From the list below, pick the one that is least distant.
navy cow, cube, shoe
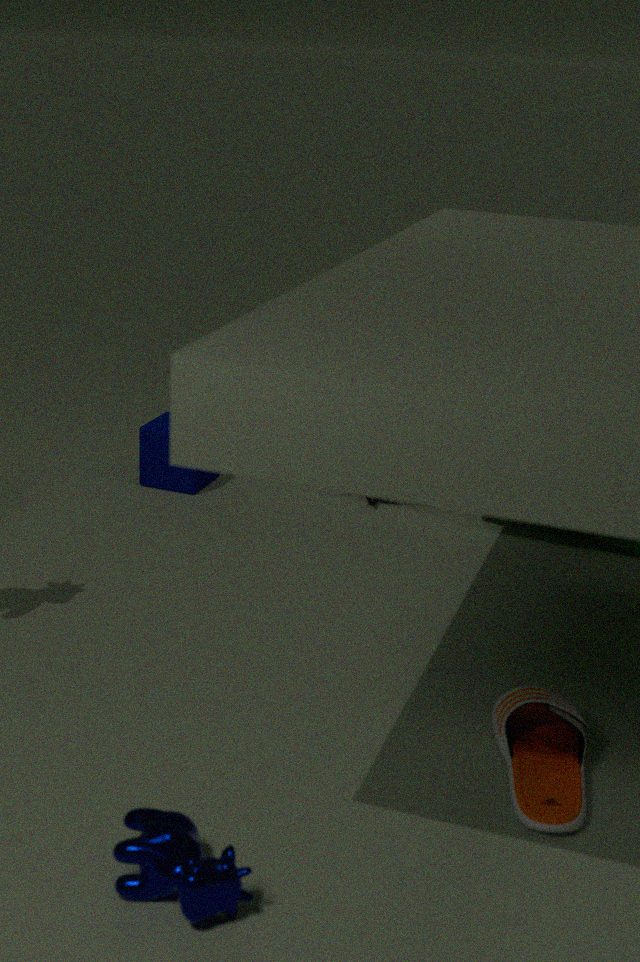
navy cow
